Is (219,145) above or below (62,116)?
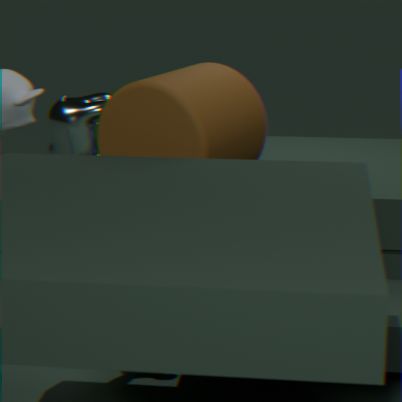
above
